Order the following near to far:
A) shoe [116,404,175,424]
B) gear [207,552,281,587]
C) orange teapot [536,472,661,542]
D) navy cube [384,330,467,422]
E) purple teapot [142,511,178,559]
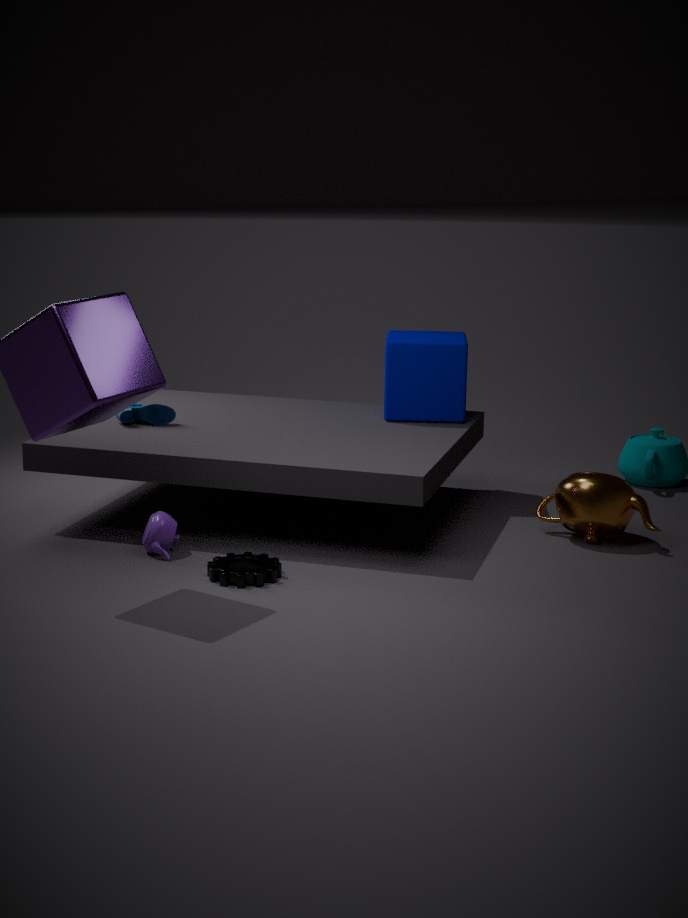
gear [207,552,281,587] → purple teapot [142,511,178,559] → orange teapot [536,472,661,542] → shoe [116,404,175,424] → navy cube [384,330,467,422]
